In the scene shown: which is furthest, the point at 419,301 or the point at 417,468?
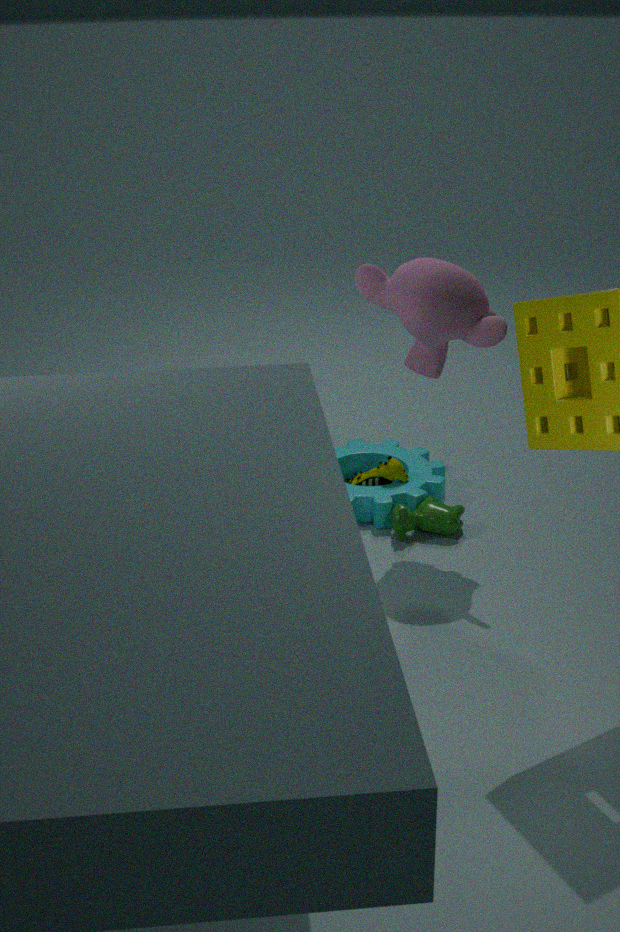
the point at 417,468
